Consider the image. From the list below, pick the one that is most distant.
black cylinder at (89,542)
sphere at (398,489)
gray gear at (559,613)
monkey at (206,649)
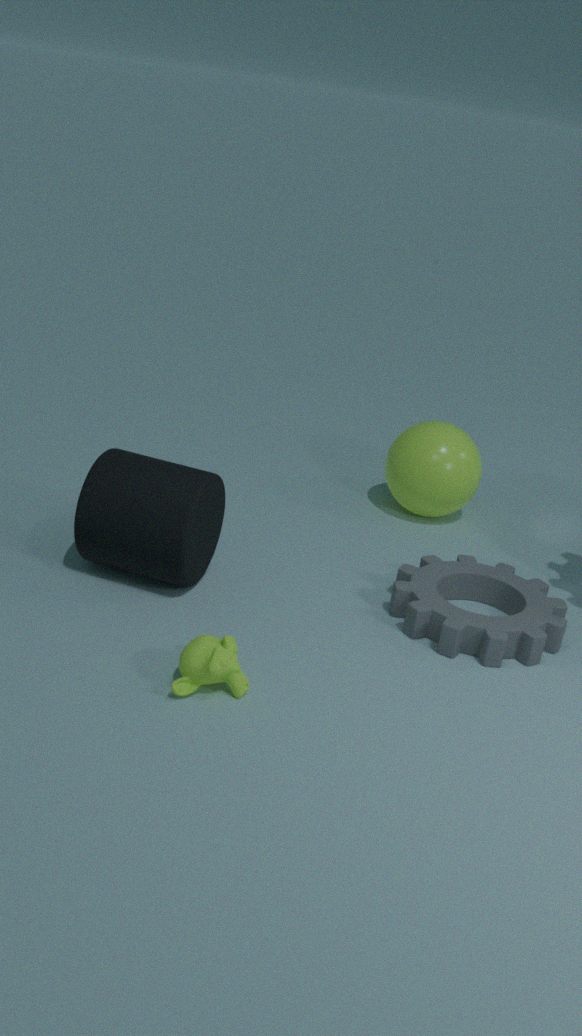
sphere at (398,489)
